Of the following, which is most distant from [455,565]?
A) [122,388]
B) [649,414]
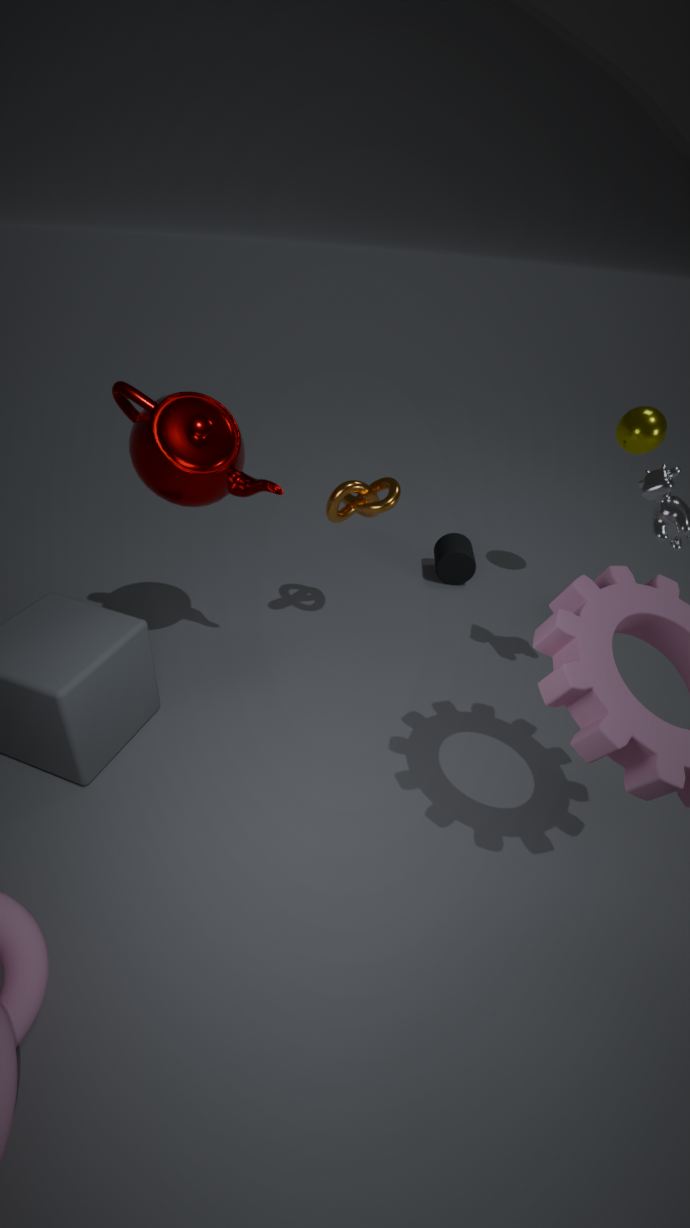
[122,388]
